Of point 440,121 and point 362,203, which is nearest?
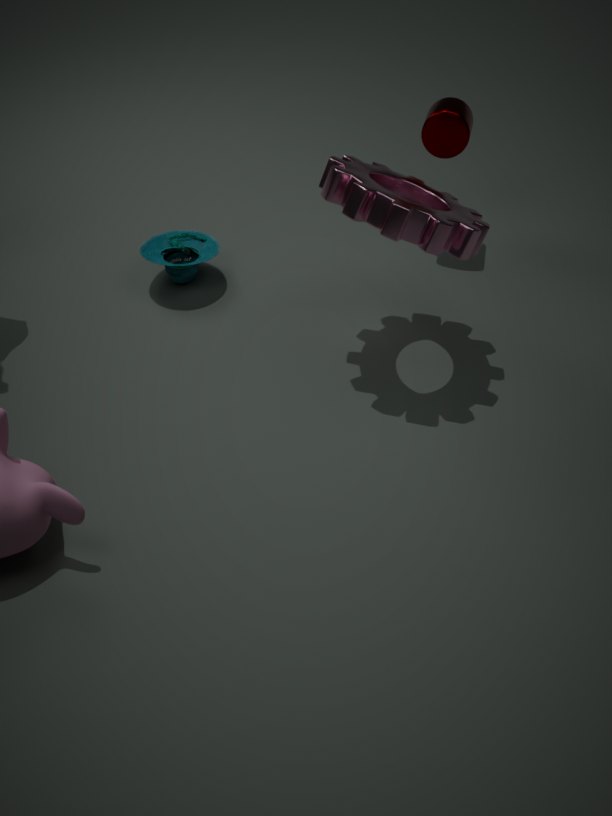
point 362,203
